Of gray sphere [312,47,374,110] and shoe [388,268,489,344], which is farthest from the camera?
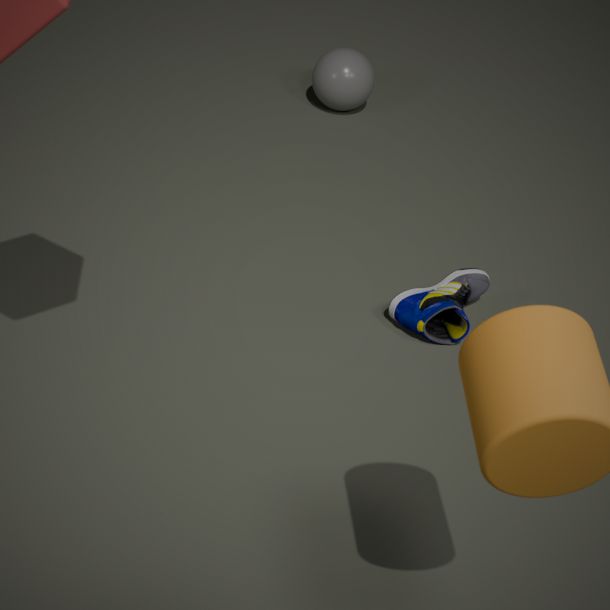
gray sphere [312,47,374,110]
